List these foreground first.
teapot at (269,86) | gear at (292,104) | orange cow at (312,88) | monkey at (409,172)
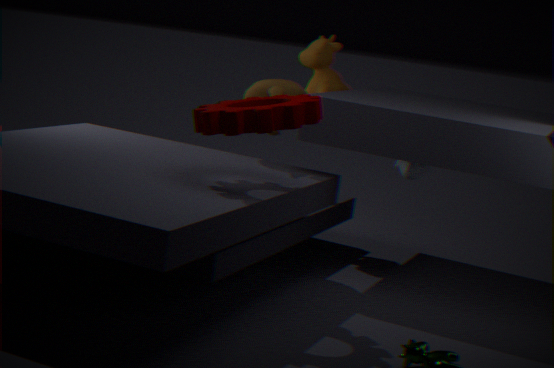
gear at (292,104), teapot at (269,86), orange cow at (312,88), monkey at (409,172)
